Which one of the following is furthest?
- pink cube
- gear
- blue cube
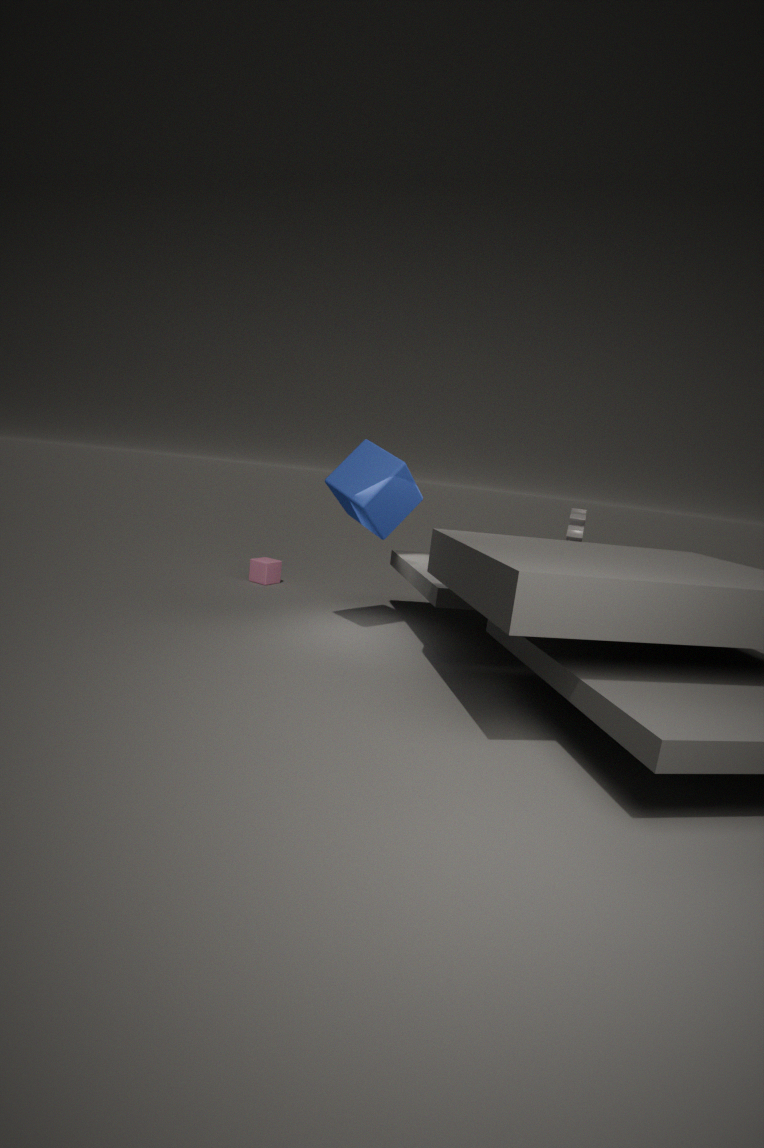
pink cube
